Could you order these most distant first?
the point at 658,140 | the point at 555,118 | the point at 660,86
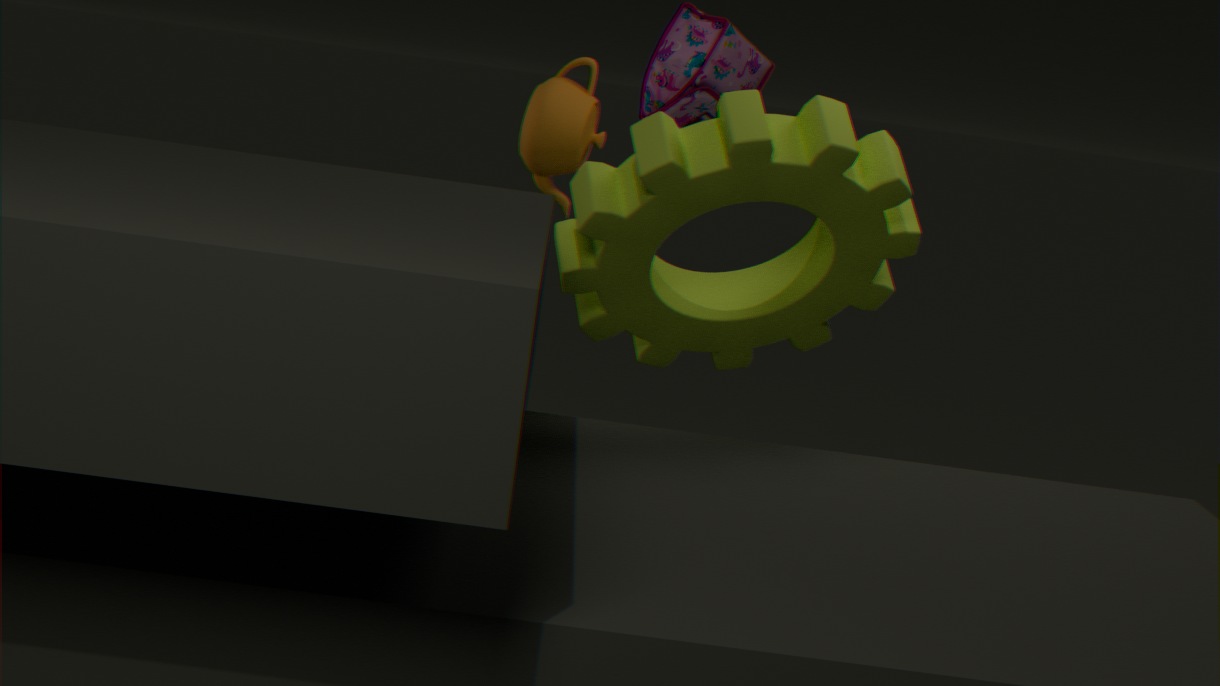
the point at 660,86 < the point at 555,118 < the point at 658,140
